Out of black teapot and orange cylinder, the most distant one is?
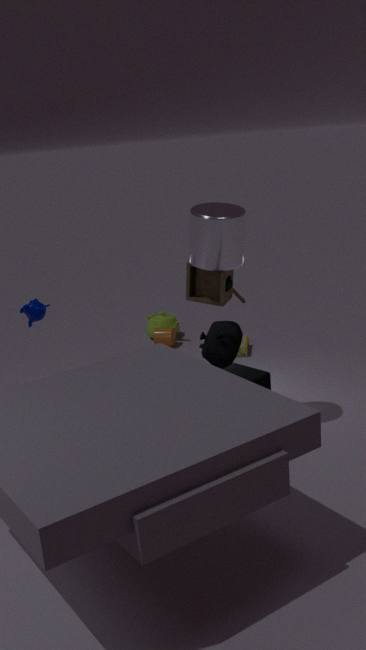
orange cylinder
